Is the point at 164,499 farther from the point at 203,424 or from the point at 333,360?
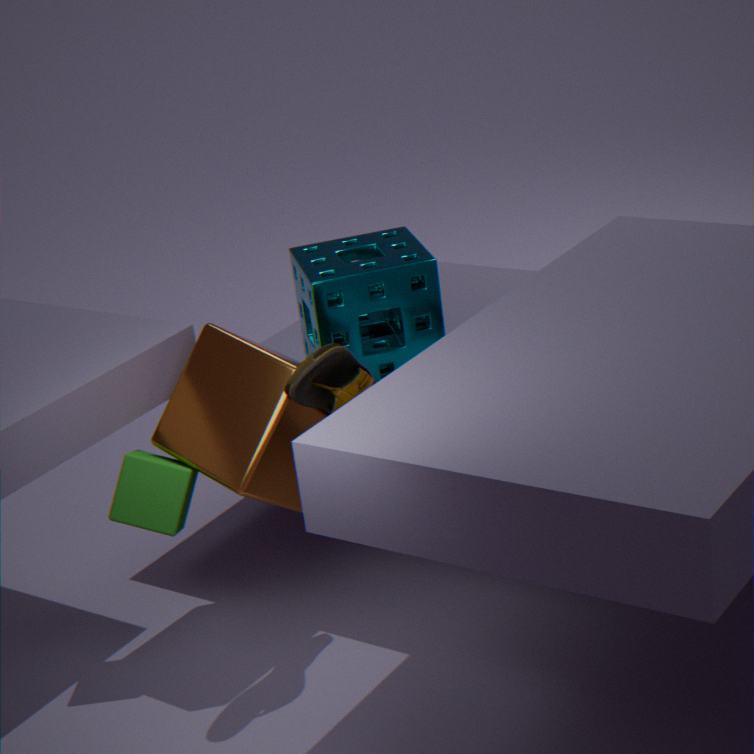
the point at 333,360
